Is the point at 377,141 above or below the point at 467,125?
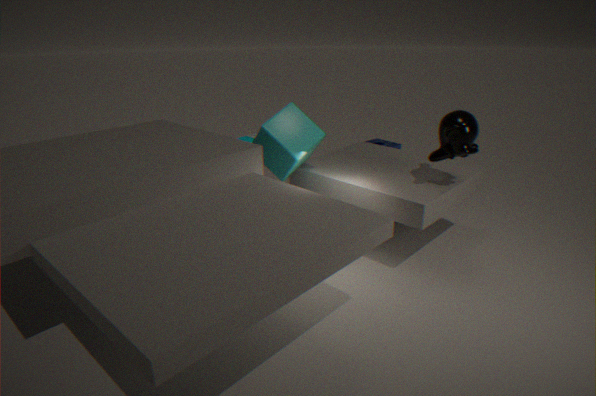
below
